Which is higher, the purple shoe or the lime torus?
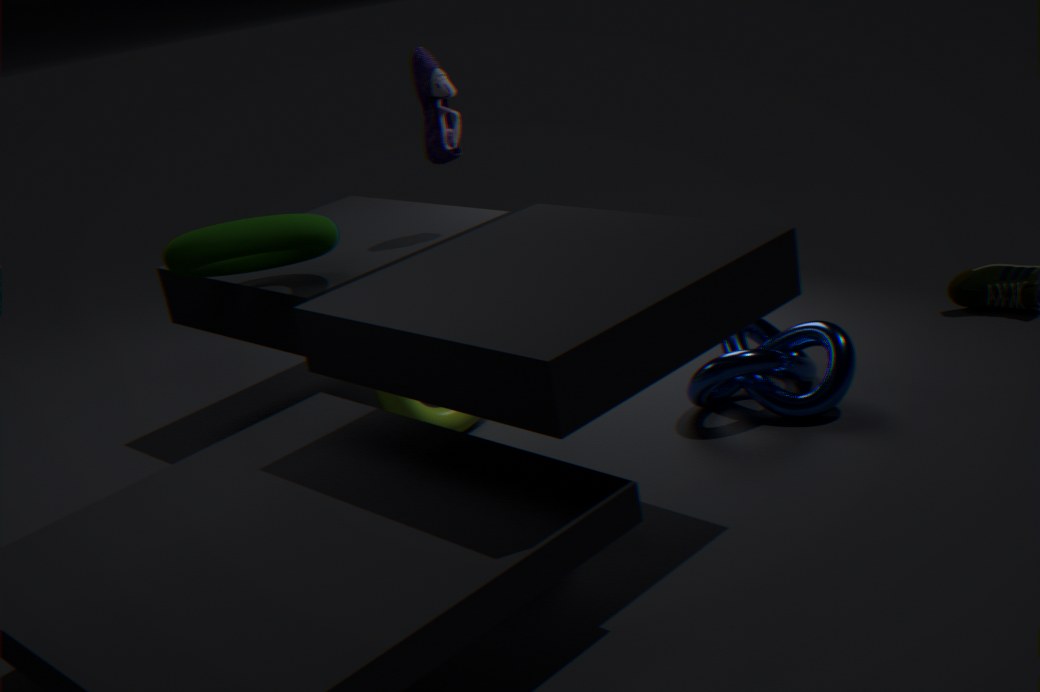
the purple shoe
